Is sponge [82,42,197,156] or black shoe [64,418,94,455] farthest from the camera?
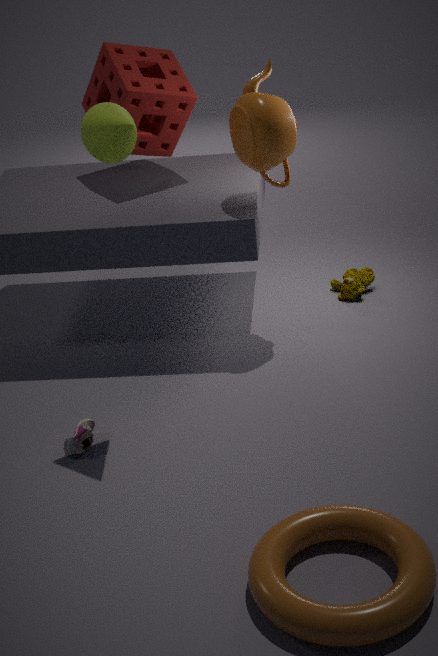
sponge [82,42,197,156]
